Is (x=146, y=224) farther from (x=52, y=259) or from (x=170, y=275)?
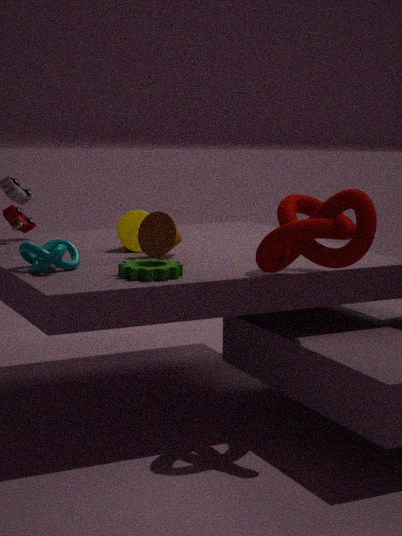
(x=52, y=259)
